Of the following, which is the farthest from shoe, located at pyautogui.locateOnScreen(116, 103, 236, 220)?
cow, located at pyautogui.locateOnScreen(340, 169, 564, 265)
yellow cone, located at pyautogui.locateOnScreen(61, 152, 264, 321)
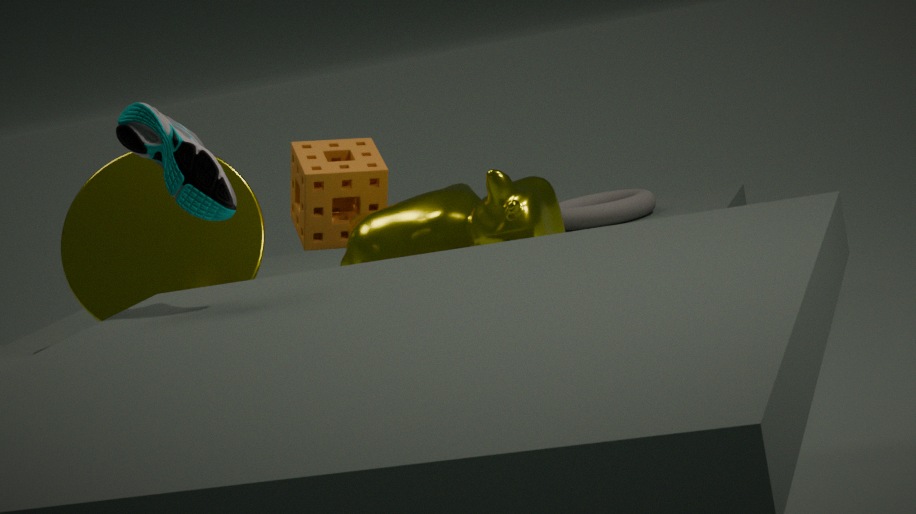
yellow cone, located at pyautogui.locateOnScreen(61, 152, 264, 321)
